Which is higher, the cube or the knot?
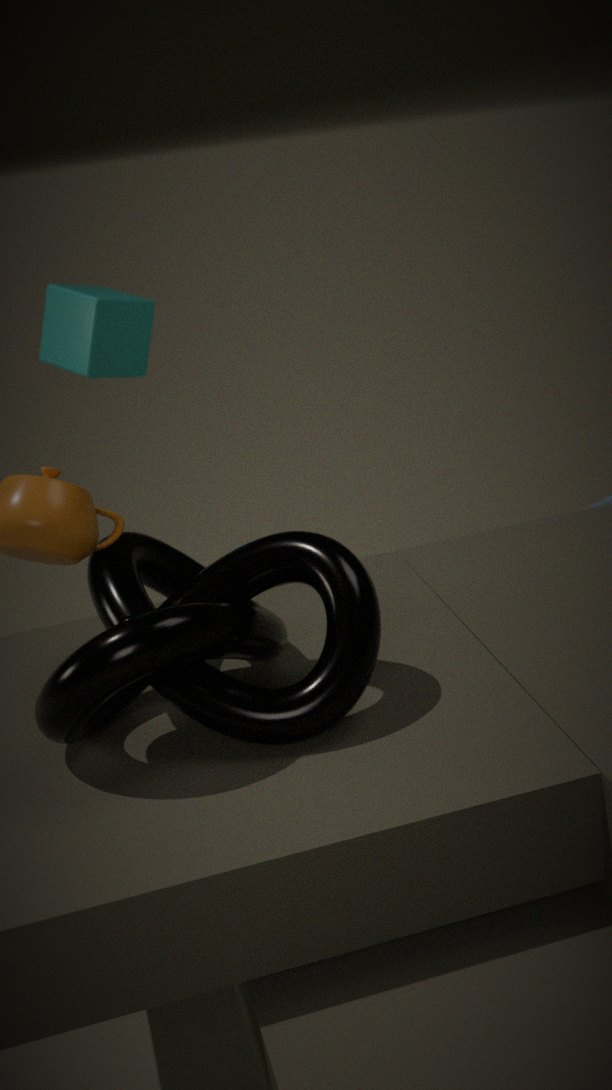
the cube
